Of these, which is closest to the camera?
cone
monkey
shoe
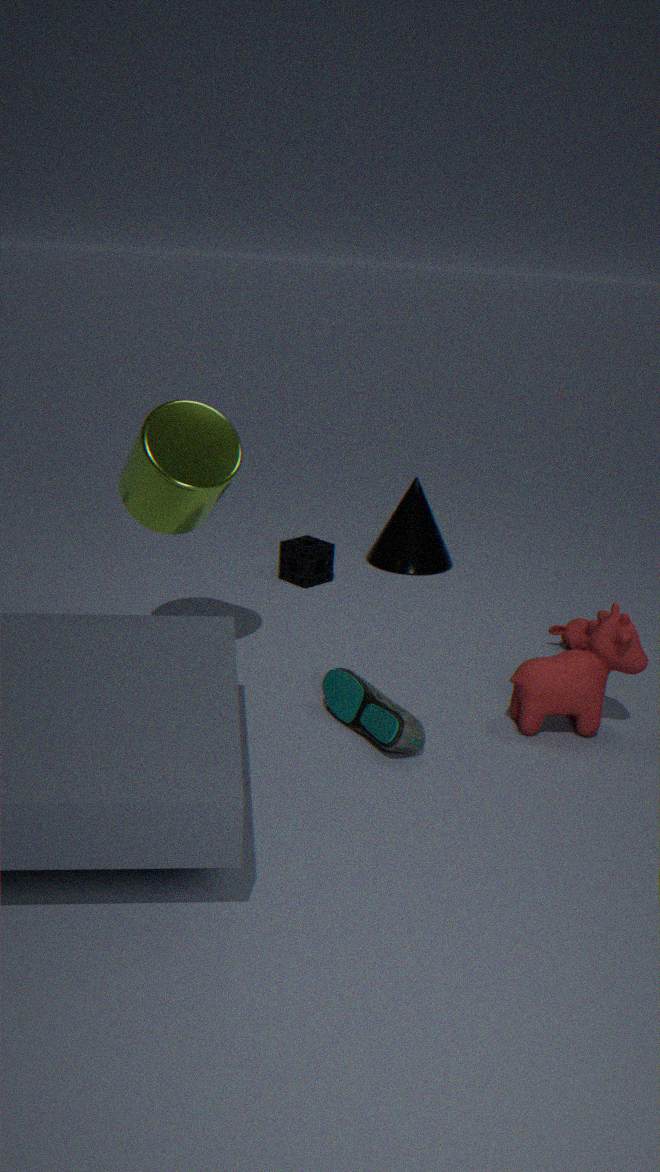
shoe
